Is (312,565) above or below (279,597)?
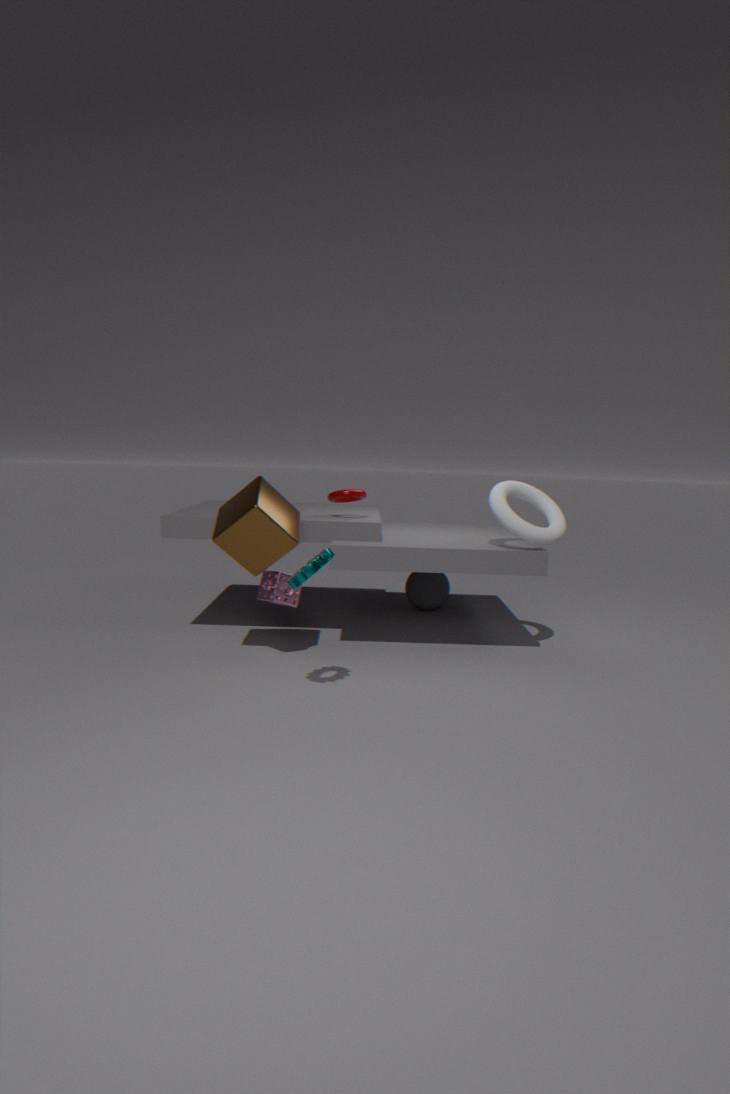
above
